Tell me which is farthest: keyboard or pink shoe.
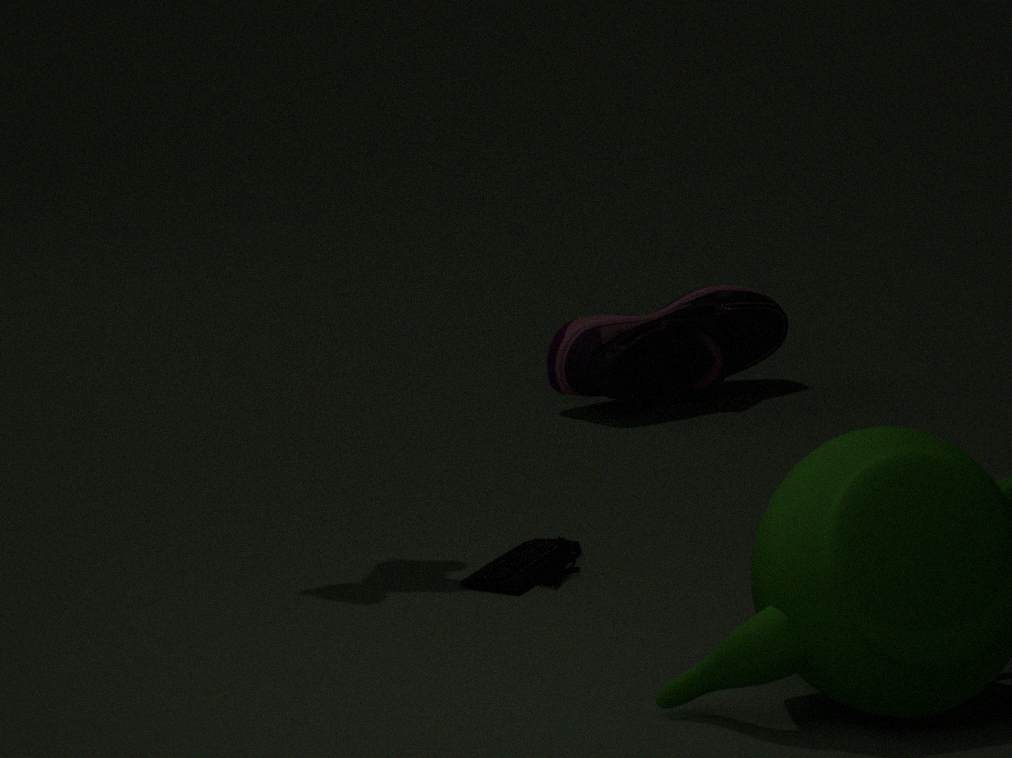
pink shoe
